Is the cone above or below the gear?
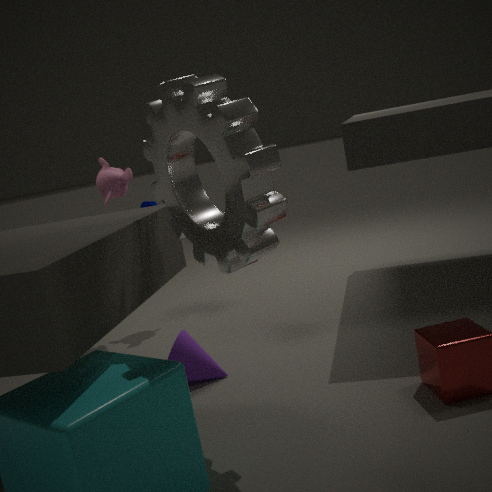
below
